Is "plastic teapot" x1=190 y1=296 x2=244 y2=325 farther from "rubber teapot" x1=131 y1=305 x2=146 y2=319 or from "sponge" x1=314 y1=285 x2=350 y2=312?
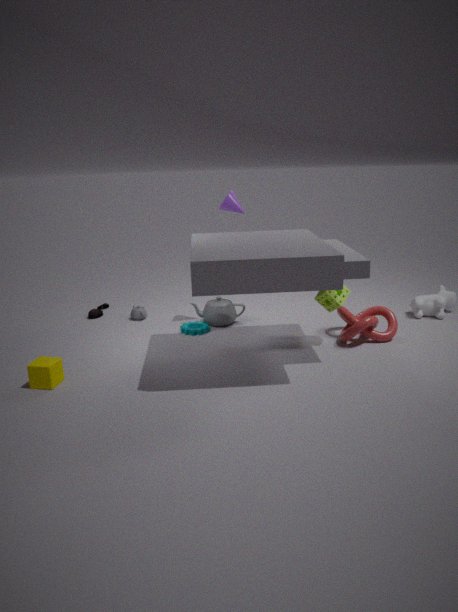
"sponge" x1=314 y1=285 x2=350 y2=312
